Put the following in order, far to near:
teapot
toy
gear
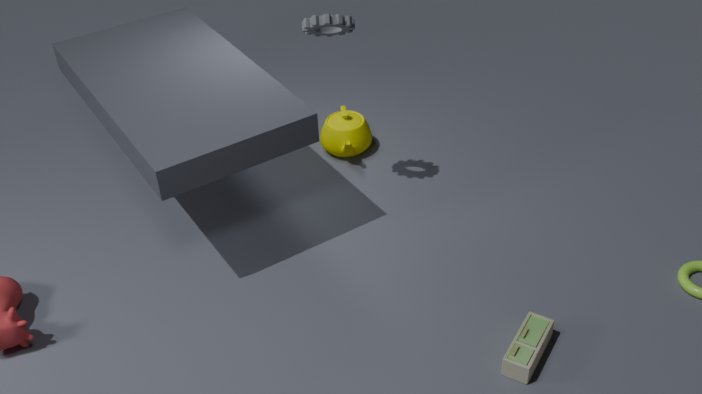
Result: teapot, gear, toy
